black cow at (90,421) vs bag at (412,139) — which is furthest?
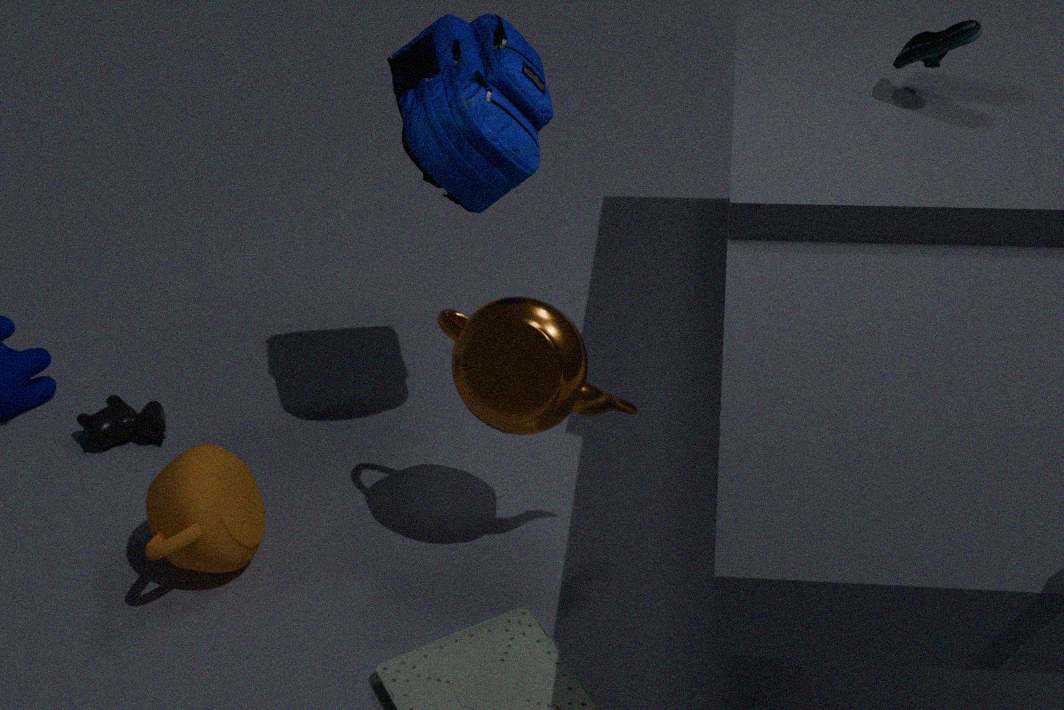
black cow at (90,421)
